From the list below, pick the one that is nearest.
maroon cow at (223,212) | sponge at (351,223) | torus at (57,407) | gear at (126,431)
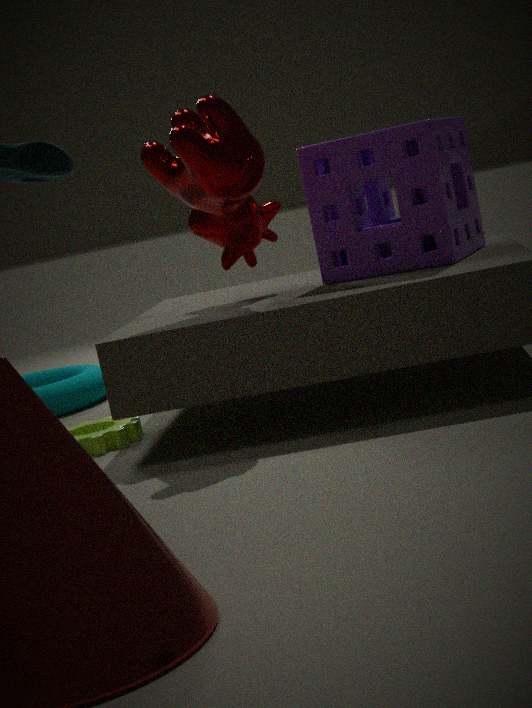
maroon cow at (223,212)
